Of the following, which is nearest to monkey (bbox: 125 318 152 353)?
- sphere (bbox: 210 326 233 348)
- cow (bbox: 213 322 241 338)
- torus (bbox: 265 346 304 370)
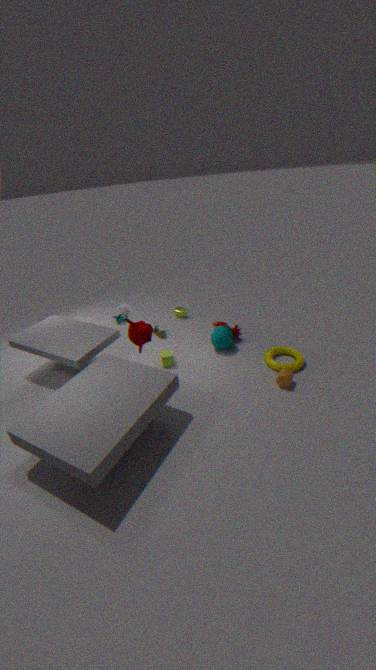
sphere (bbox: 210 326 233 348)
